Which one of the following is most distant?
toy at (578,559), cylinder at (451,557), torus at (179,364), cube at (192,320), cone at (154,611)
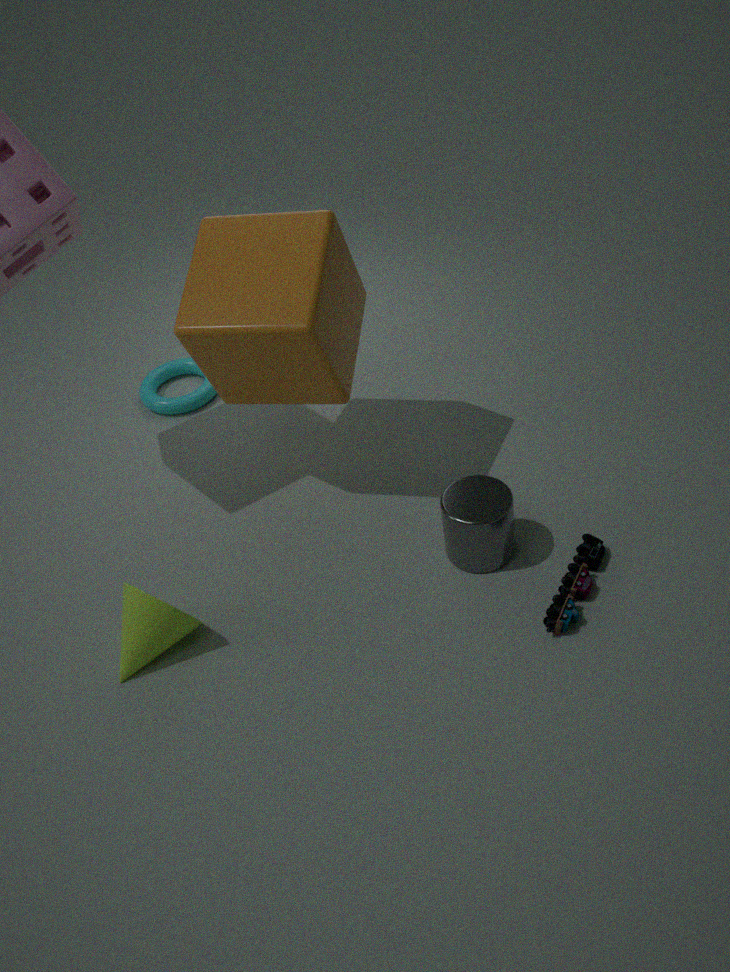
torus at (179,364)
